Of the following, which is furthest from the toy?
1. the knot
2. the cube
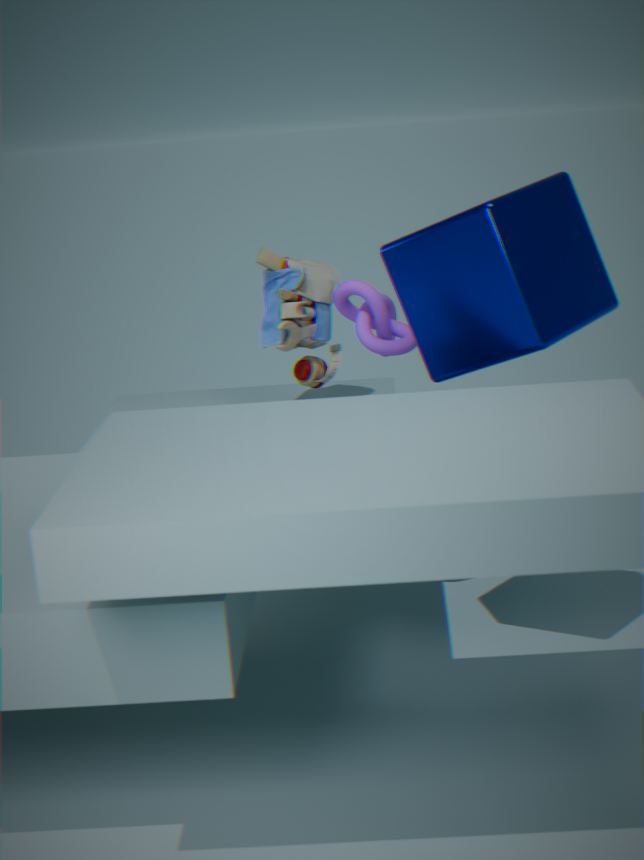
the cube
